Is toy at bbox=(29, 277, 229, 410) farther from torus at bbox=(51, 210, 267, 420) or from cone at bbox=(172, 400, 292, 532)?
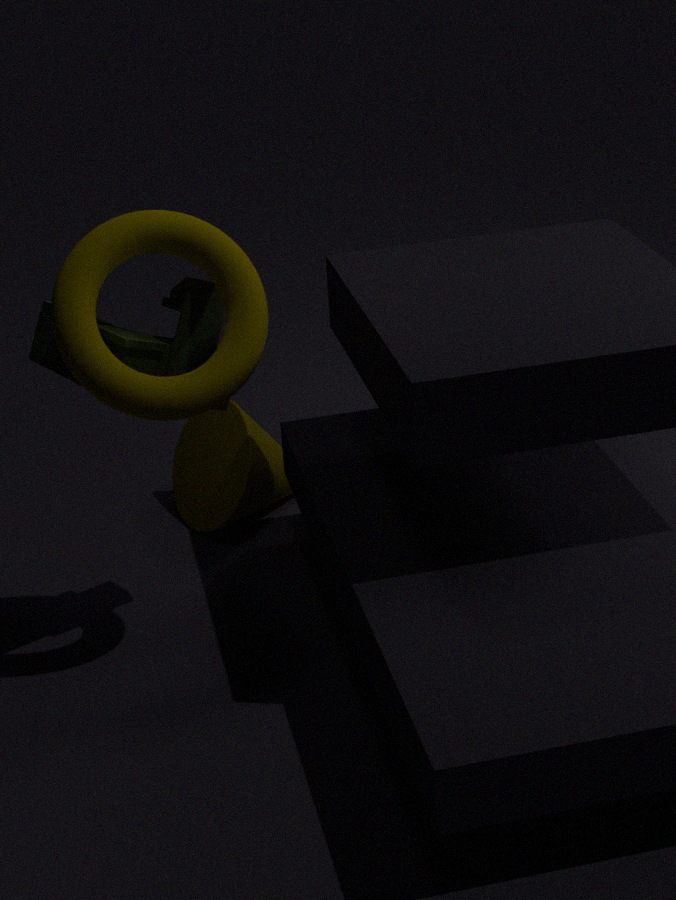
cone at bbox=(172, 400, 292, 532)
